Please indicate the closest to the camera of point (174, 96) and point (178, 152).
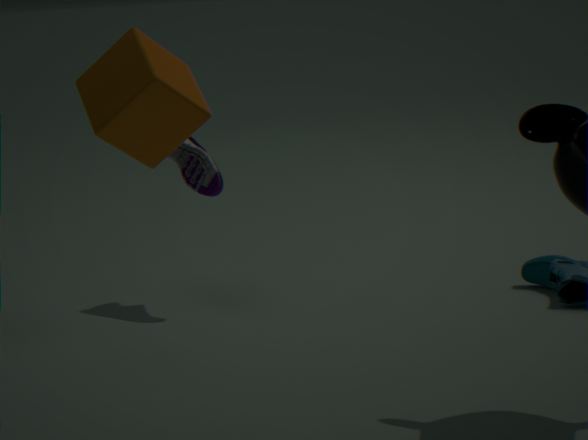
point (174, 96)
